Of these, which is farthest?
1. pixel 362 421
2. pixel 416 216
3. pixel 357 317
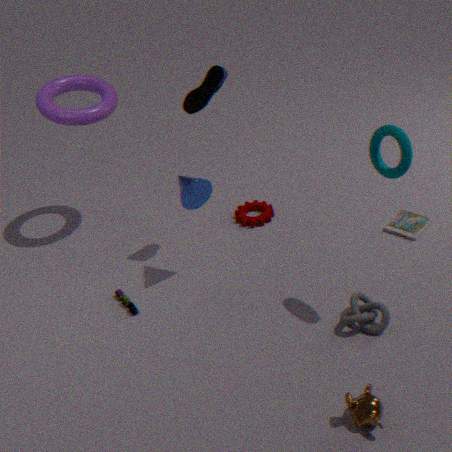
pixel 416 216
